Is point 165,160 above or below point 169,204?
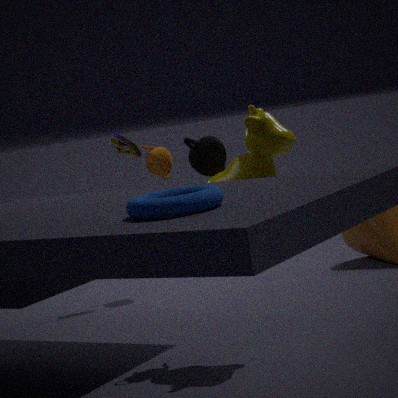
below
